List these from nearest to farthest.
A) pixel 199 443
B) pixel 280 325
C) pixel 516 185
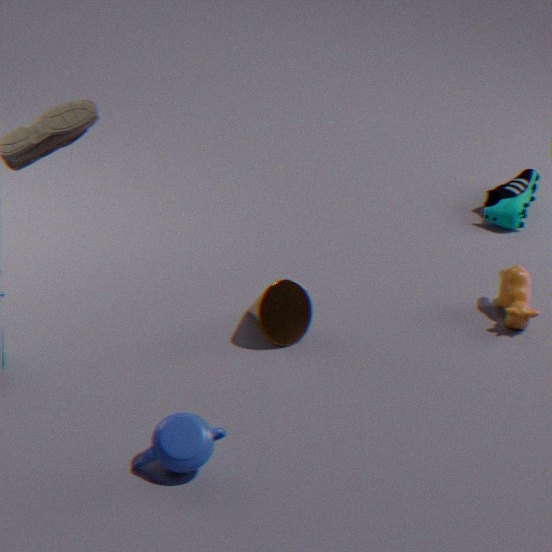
pixel 199 443 → pixel 280 325 → pixel 516 185
